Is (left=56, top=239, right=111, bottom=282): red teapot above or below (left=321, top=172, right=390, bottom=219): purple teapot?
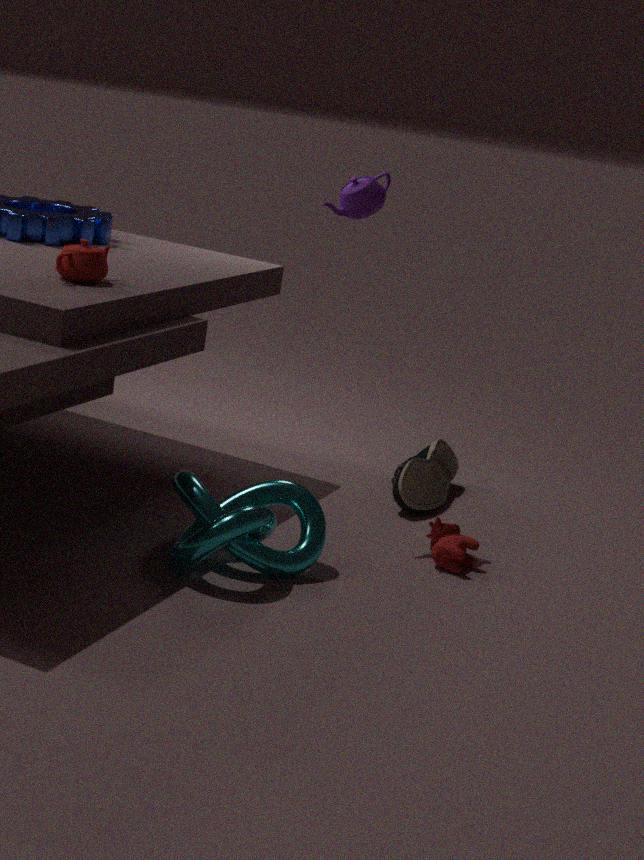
below
